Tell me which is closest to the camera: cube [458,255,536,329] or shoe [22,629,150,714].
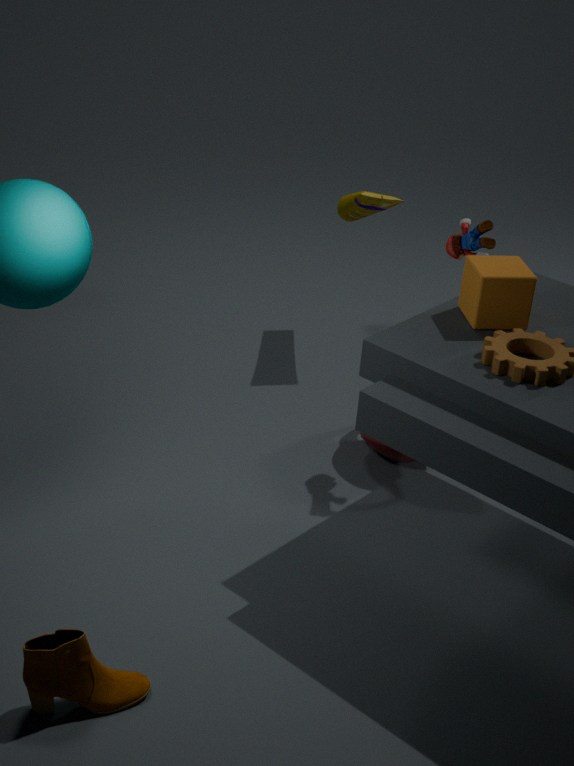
shoe [22,629,150,714]
